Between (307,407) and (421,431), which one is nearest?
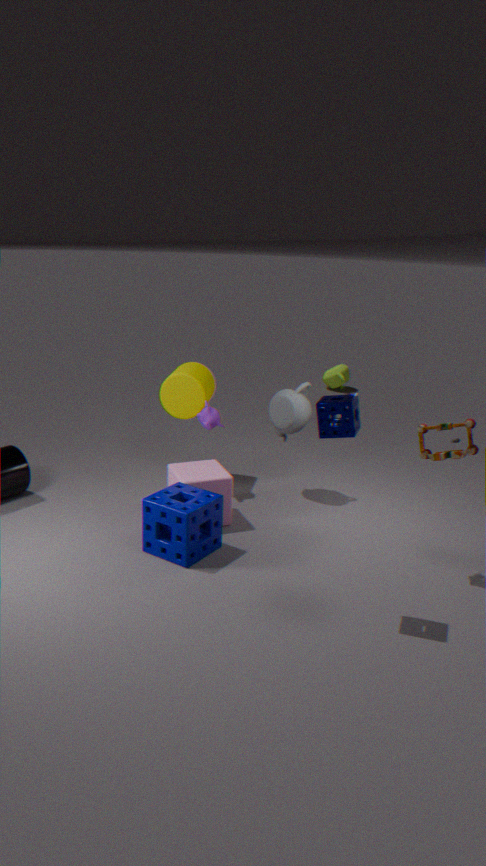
(421,431)
